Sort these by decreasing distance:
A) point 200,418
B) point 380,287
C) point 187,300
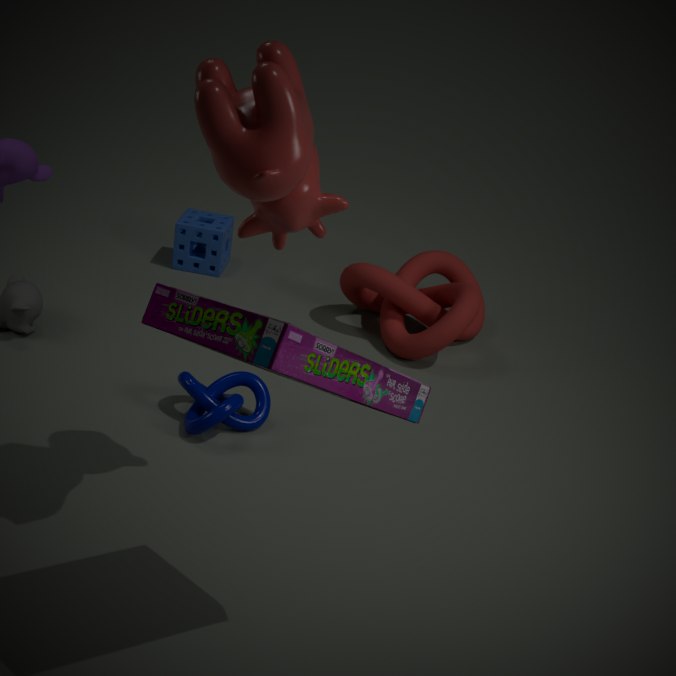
point 380,287
point 200,418
point 187,300
